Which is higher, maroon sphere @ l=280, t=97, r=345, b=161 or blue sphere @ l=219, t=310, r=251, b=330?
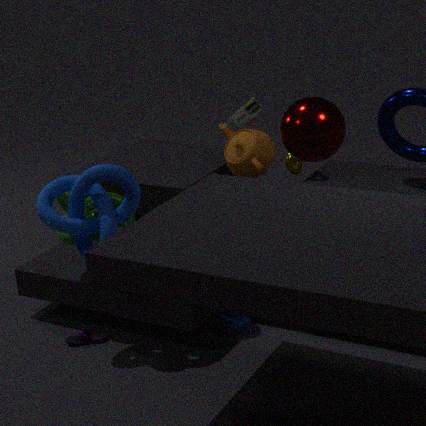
maroon sphere @ l=280, t=97, r=345, b=161
